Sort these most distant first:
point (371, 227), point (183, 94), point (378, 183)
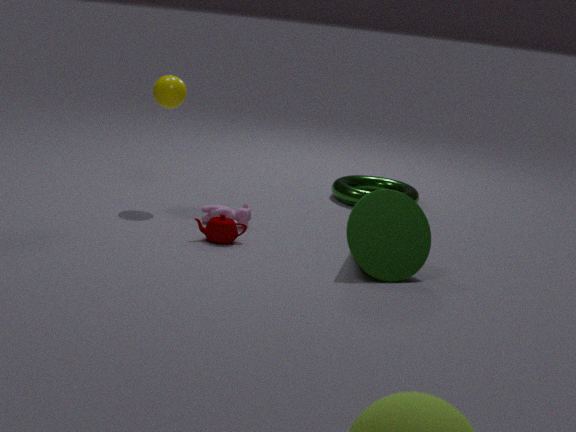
point (378, 183) < point (183, 94) < point (371, 227)
